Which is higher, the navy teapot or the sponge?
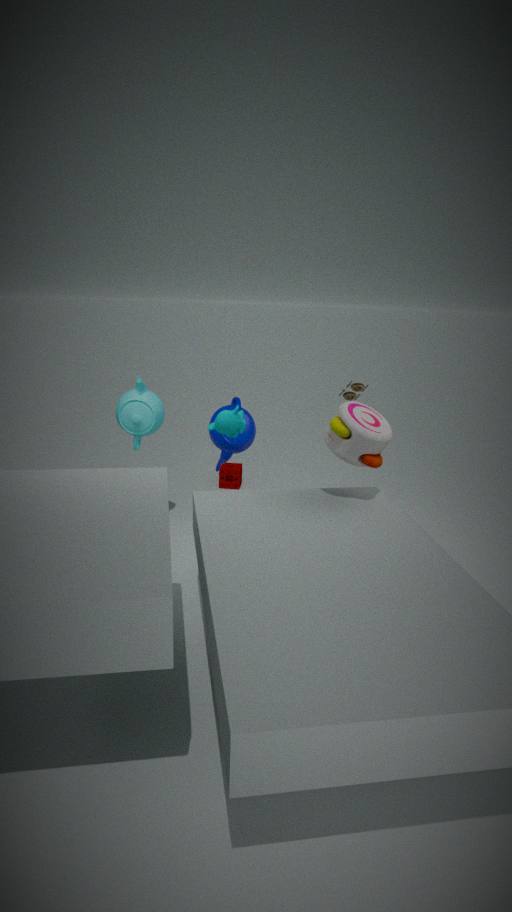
the navy teapot
